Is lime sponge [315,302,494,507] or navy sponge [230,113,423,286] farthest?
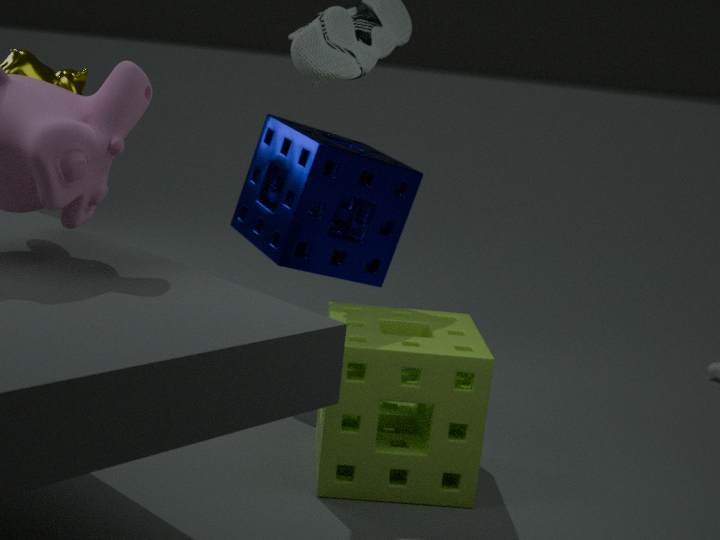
navy sponge [230,113,423,286]
